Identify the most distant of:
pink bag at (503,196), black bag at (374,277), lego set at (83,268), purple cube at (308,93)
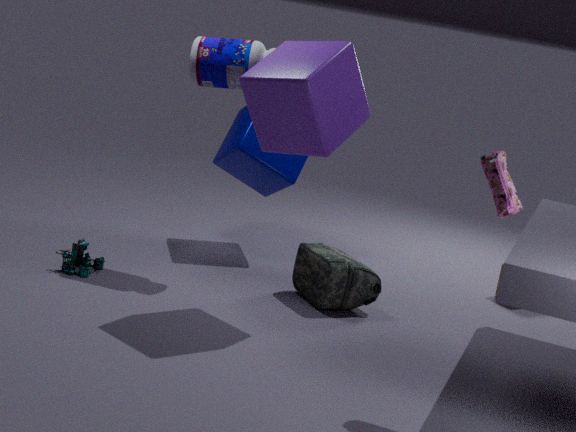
black bag at (374,277)
